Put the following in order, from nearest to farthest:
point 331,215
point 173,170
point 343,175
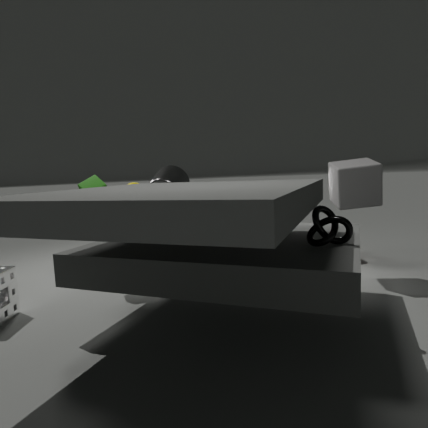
point 331,215, point 343,175, point 173,170
